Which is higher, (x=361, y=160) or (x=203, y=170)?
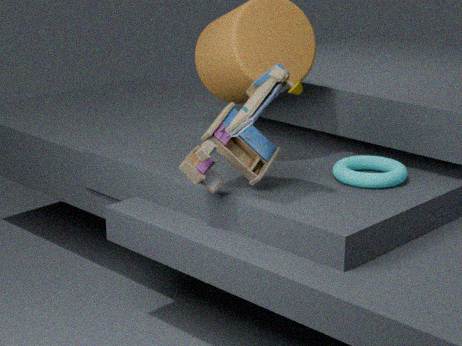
(x=203, y=170)
